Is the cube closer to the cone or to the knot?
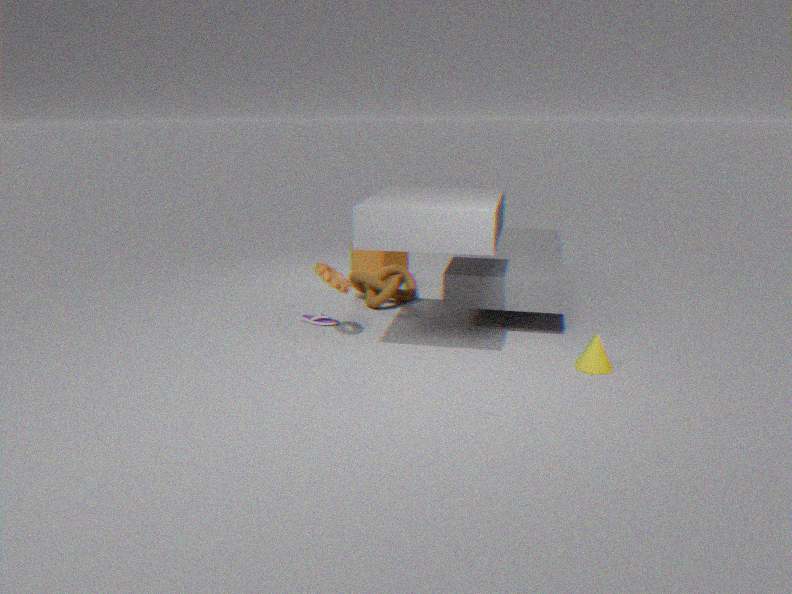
the knot
